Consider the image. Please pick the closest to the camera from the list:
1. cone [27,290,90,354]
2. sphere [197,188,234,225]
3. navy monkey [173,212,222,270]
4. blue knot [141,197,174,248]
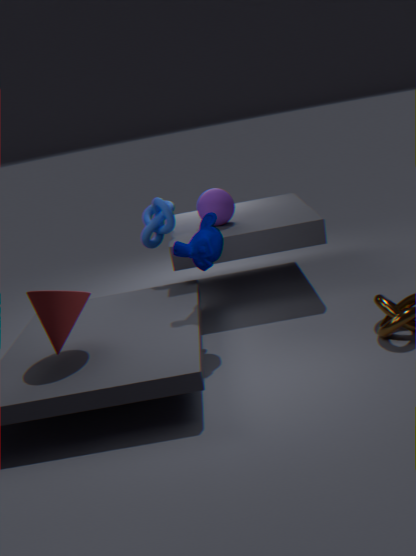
cone [27,290,90,354]
